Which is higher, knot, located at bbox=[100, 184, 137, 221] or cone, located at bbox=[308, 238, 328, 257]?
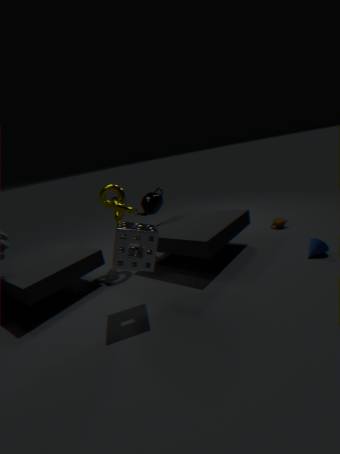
knot, located at bbox=[100, 184, 137, 221]
